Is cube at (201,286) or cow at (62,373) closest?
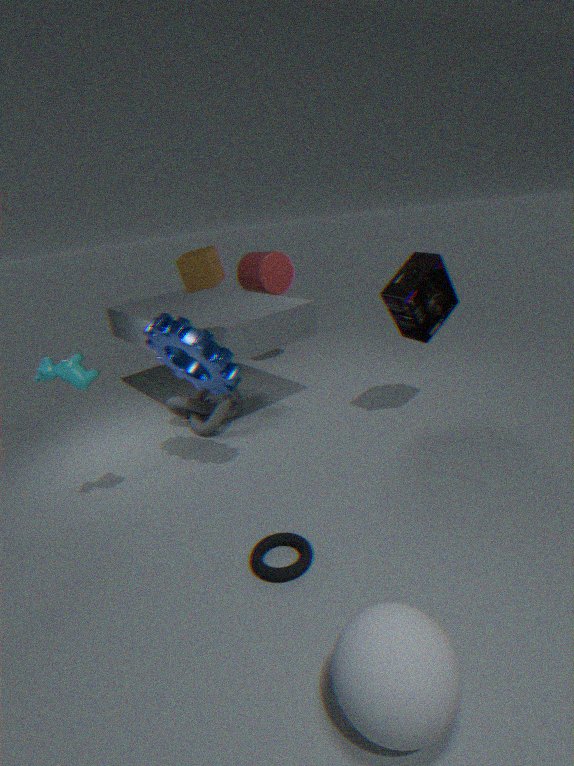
cow at (62,373)
